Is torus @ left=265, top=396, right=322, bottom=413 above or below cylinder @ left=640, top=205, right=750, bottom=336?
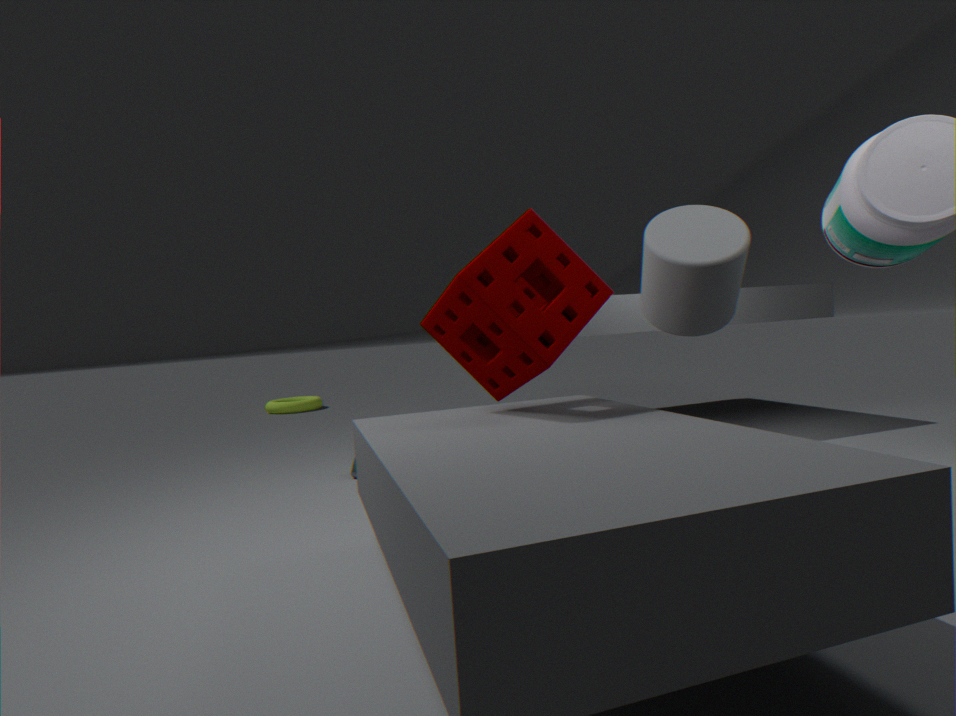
below
